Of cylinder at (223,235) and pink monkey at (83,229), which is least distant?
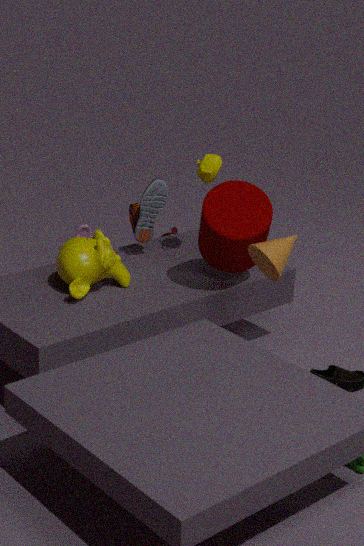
cylinder at (223,235)
